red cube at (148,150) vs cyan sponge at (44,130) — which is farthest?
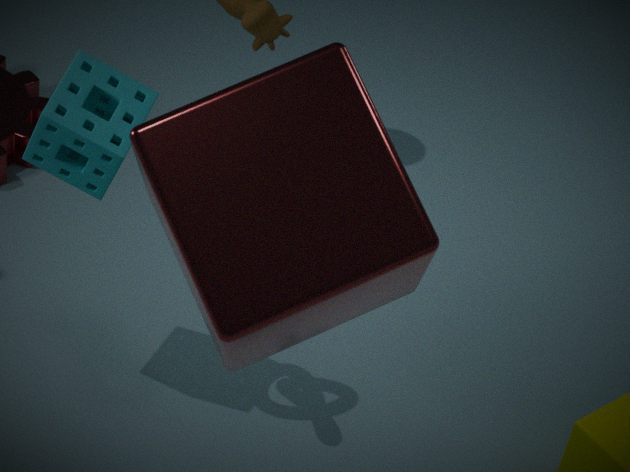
cyan sponge at (44,130)
